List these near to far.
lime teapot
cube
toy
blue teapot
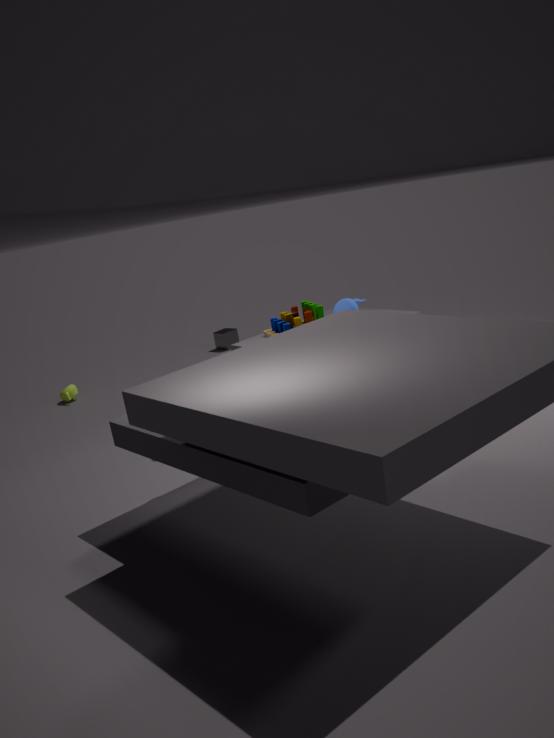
blue teapot < toy < lime teapot < cube
